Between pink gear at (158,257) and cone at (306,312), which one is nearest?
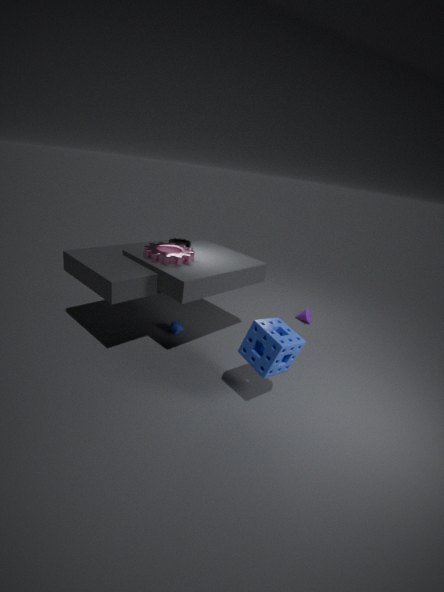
pink gear at (158,257)
